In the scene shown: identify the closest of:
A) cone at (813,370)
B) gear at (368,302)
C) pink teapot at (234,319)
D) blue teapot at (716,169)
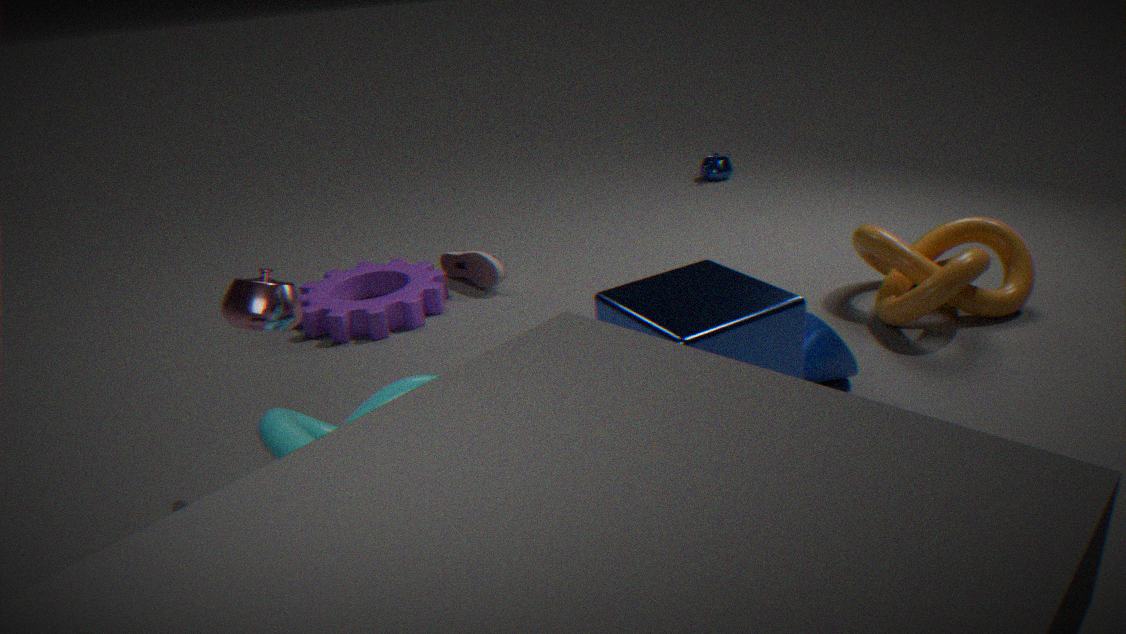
pink teapot at (234,319)
